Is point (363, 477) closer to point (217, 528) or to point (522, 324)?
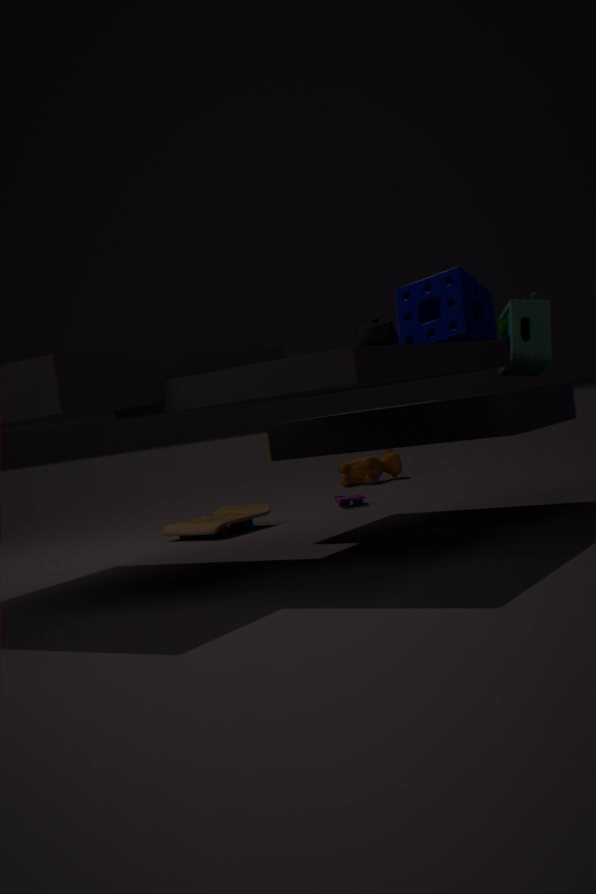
point (217, 528)
